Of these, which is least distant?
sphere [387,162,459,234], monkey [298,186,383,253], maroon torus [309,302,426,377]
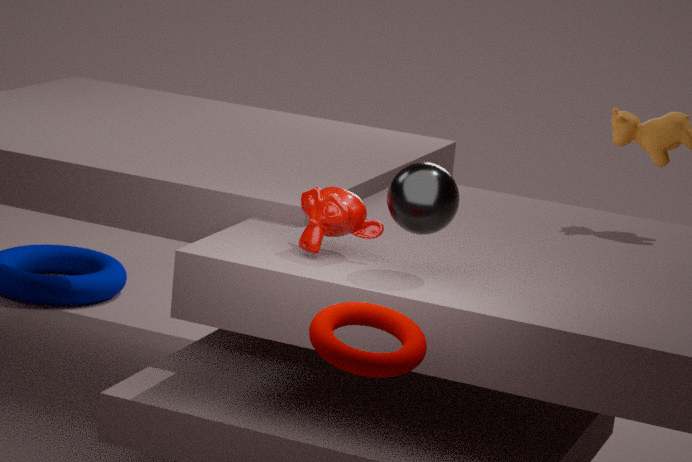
maroon torus [309,302,426,377]
